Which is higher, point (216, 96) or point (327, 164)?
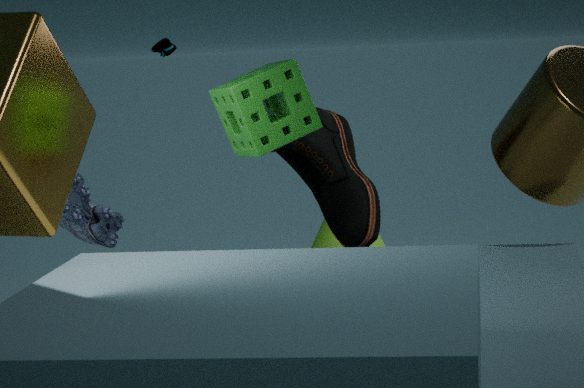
point (216, 96)
